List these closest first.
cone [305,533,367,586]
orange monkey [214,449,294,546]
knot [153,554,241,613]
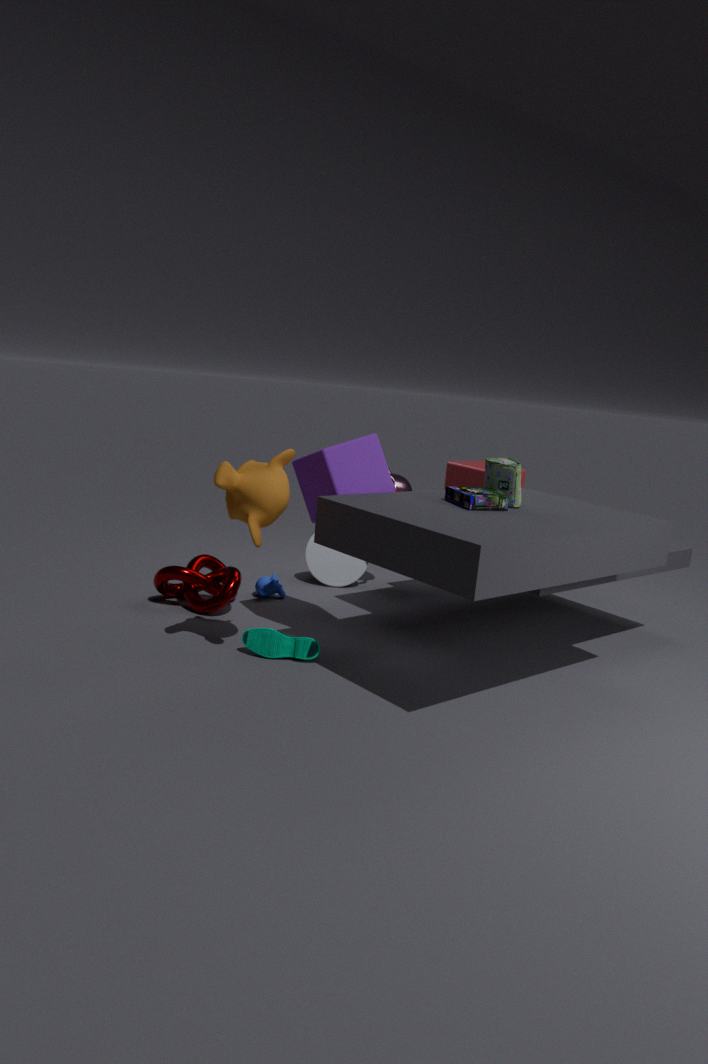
orange monkey [214,449,294,546] < knot [153,554,241,613] < cone [305,533,367,586]
